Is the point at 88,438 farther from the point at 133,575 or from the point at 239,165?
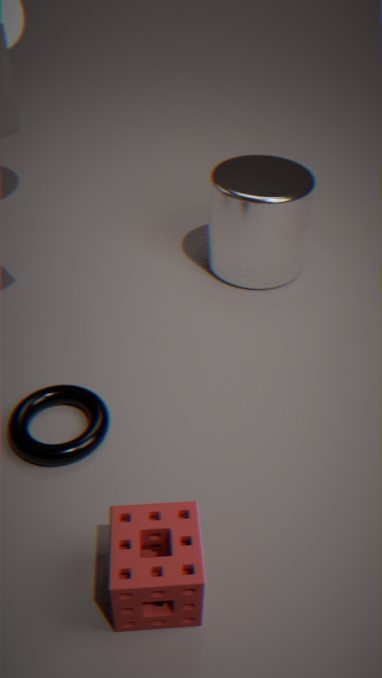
the point at 239,165
